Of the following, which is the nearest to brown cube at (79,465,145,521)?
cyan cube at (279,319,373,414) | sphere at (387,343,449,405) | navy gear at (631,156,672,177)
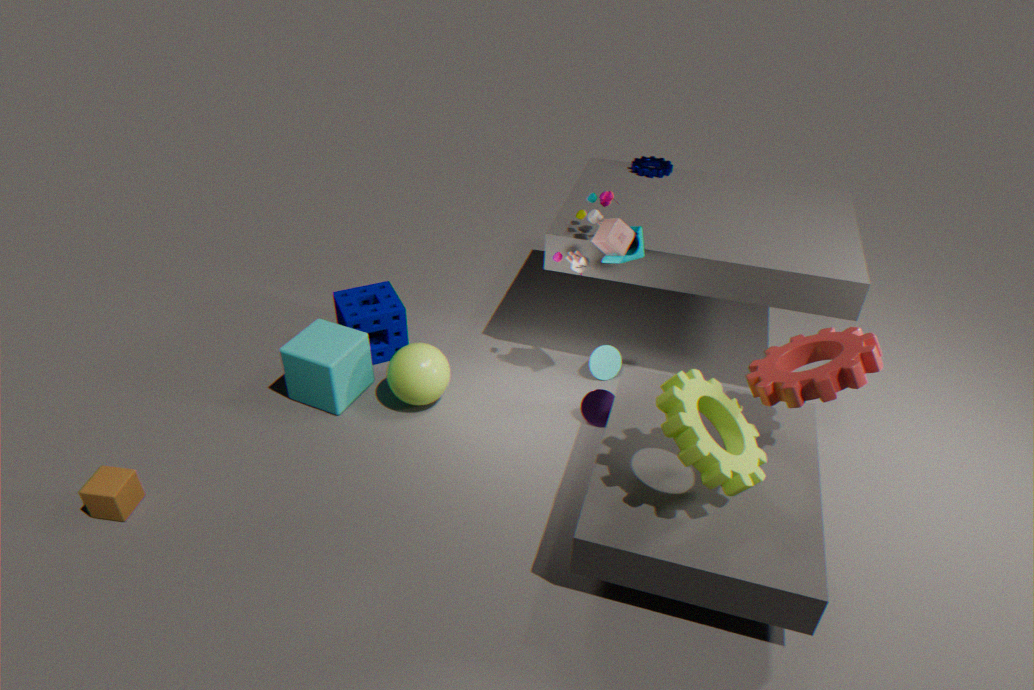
cyan cube at (279,319,373,414)
